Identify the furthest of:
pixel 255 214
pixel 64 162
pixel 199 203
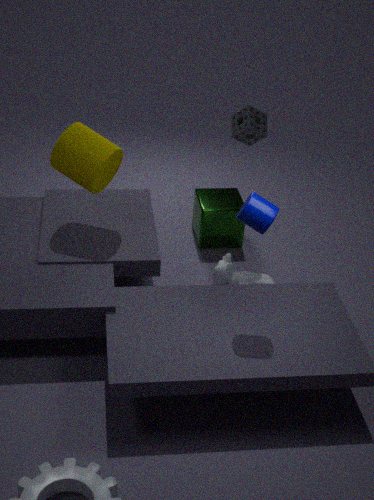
pixel 199 203
